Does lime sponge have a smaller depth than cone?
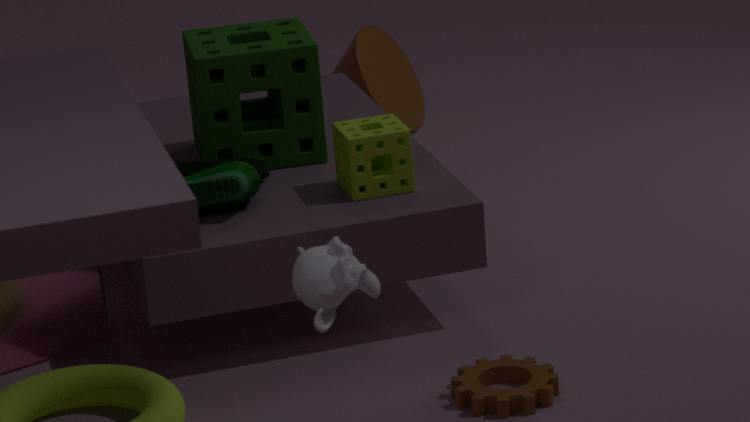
Yes
